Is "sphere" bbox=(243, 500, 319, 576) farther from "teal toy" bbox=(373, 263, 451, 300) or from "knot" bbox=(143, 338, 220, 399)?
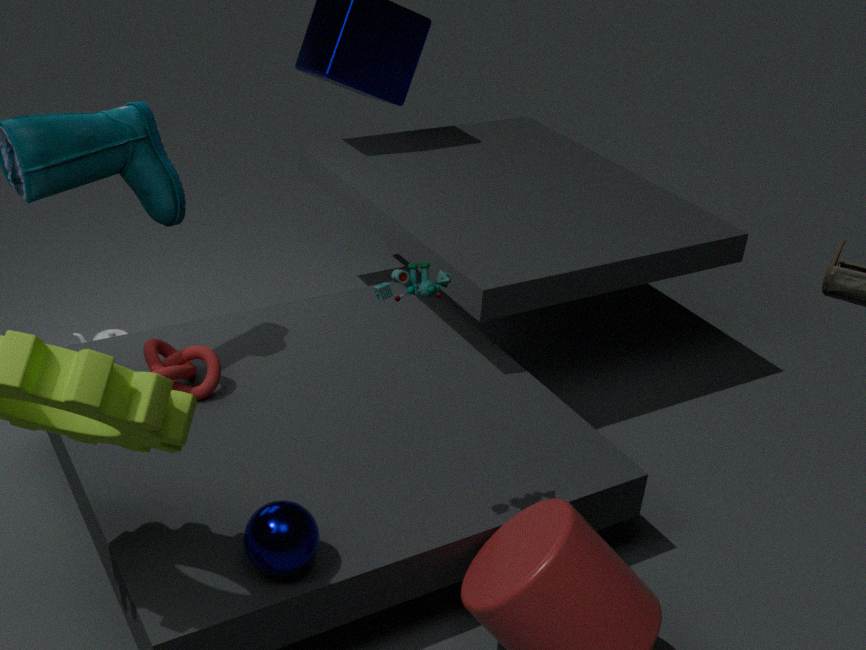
"knot" bbox=(143, 338, 220, 399)
